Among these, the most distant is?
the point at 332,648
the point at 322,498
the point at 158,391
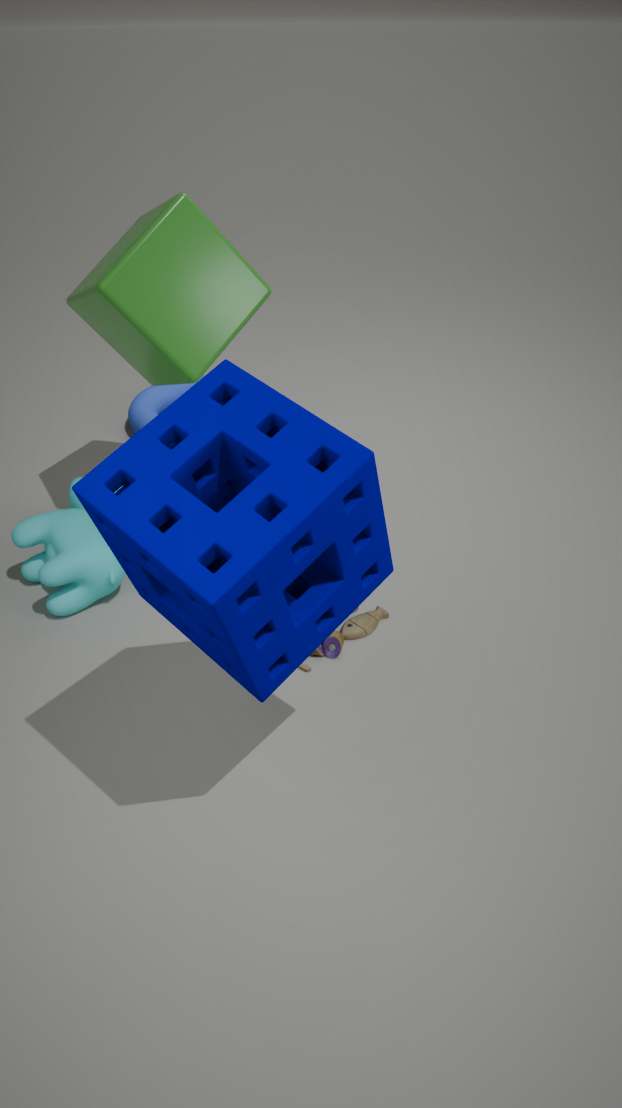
the point at 158,391
